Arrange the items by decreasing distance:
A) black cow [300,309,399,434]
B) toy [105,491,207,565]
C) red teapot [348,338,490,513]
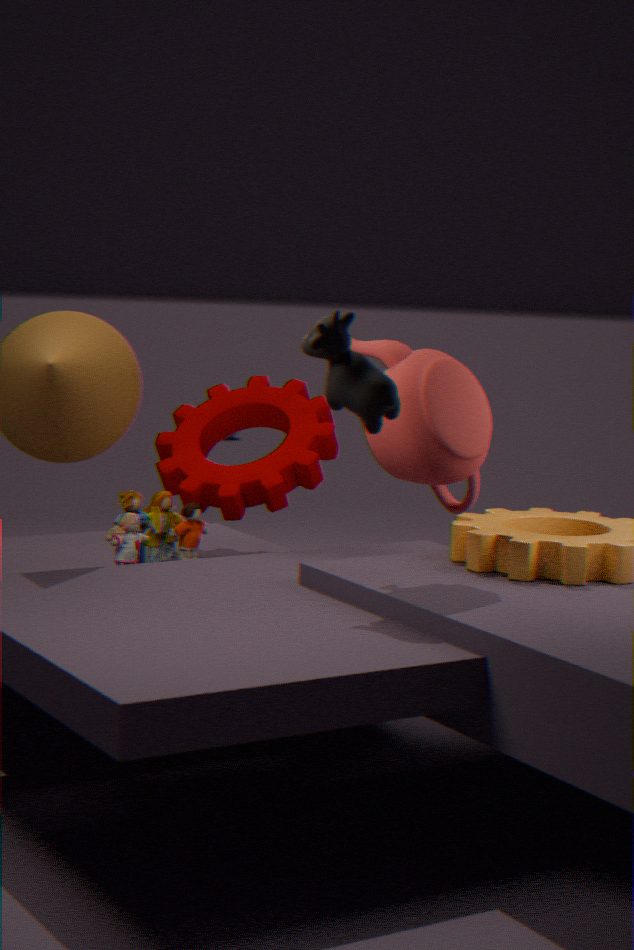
toy [105,491,207,565] → red teapot [348,338,490,513] → black cow [300,309,399,434]
